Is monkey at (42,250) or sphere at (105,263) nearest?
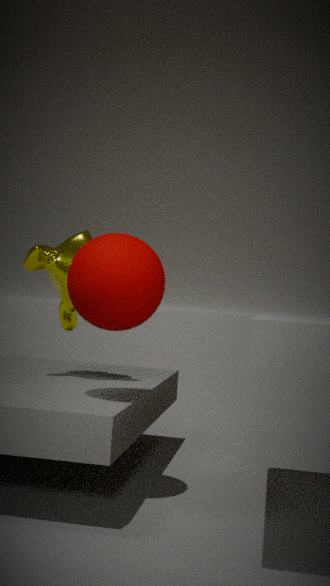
sphere at (105,263)
